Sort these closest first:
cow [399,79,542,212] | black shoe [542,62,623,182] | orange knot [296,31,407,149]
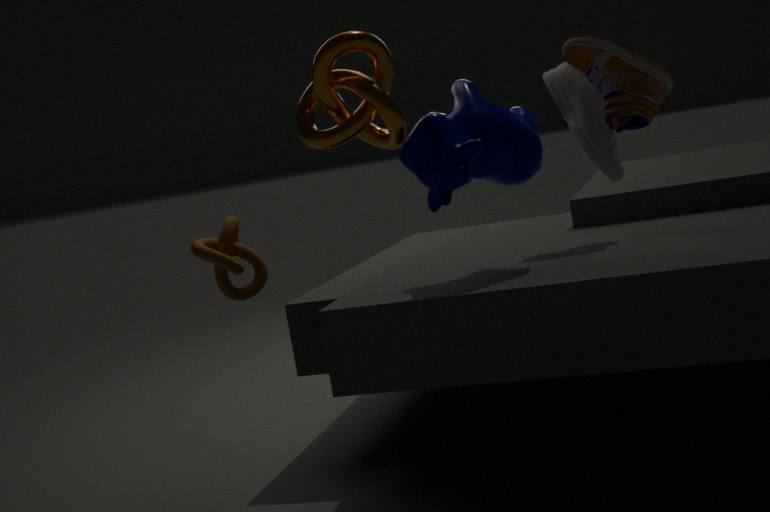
orange knot [296,31,407,149], cow [399,79,542,212], black shoe [542,62,623,182]
